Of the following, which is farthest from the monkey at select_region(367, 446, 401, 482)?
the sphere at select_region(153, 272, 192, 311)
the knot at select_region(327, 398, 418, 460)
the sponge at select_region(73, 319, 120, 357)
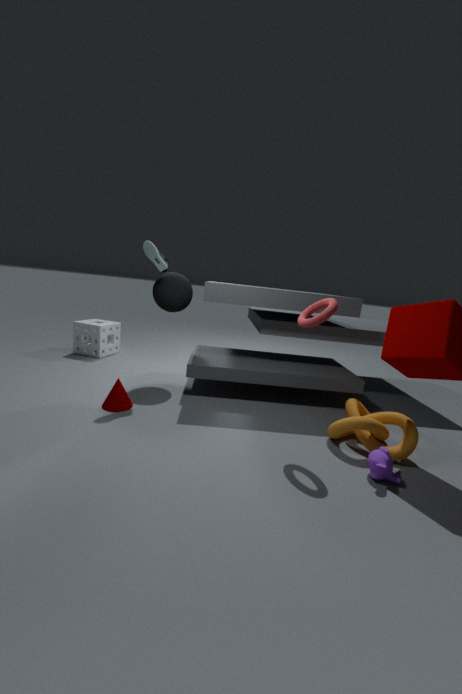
the sponge at select_region(73, 319, 120, 357)
